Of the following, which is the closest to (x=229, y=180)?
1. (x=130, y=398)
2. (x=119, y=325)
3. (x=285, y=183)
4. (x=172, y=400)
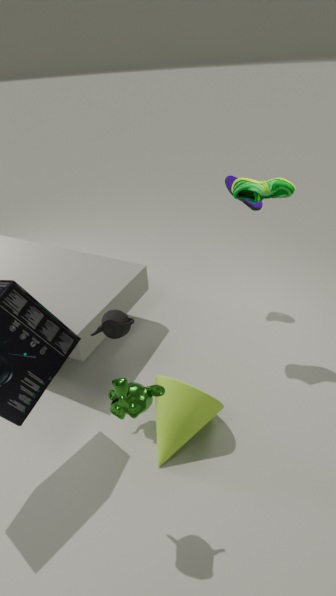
(x=285, y=183)
